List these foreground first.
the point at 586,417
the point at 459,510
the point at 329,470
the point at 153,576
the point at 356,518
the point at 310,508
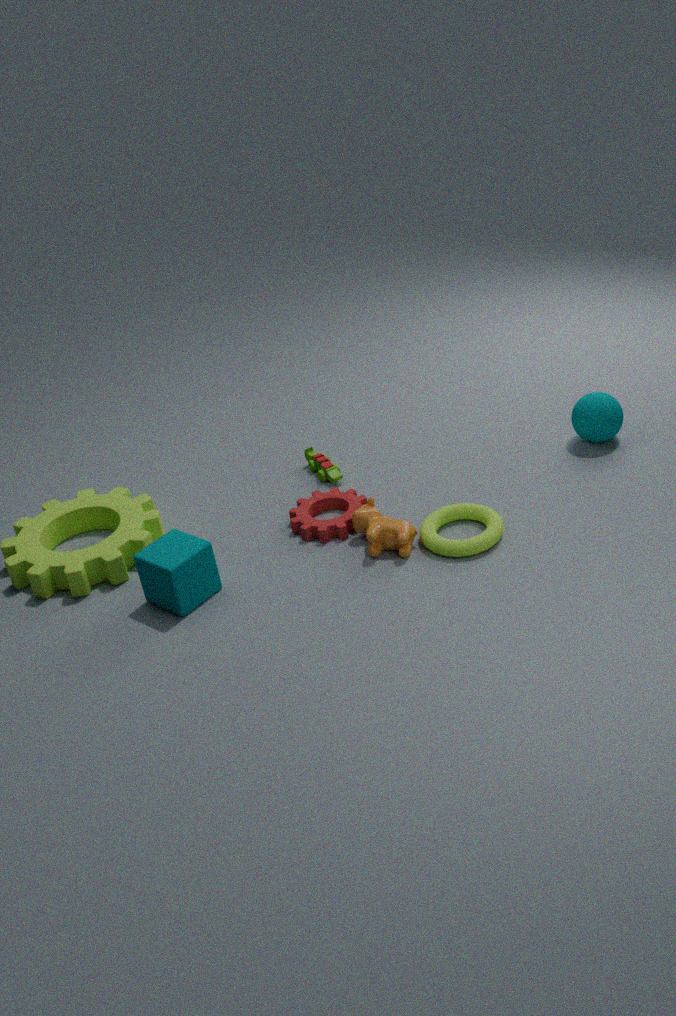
the point at 153,576 → the point at 356,518 → the point at 459,510 → the point at 310,508 → the point at 586,417 → the point at 329,470
